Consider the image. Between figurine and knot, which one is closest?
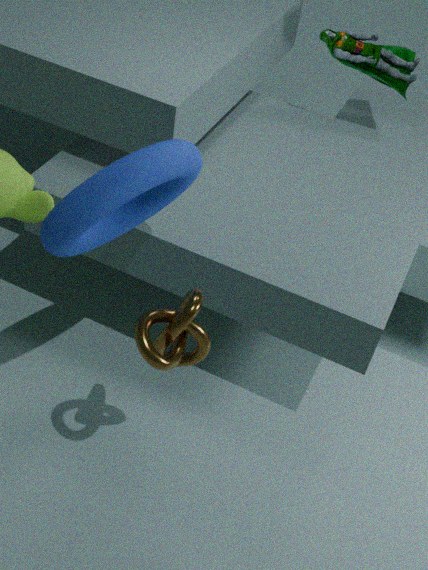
knot
